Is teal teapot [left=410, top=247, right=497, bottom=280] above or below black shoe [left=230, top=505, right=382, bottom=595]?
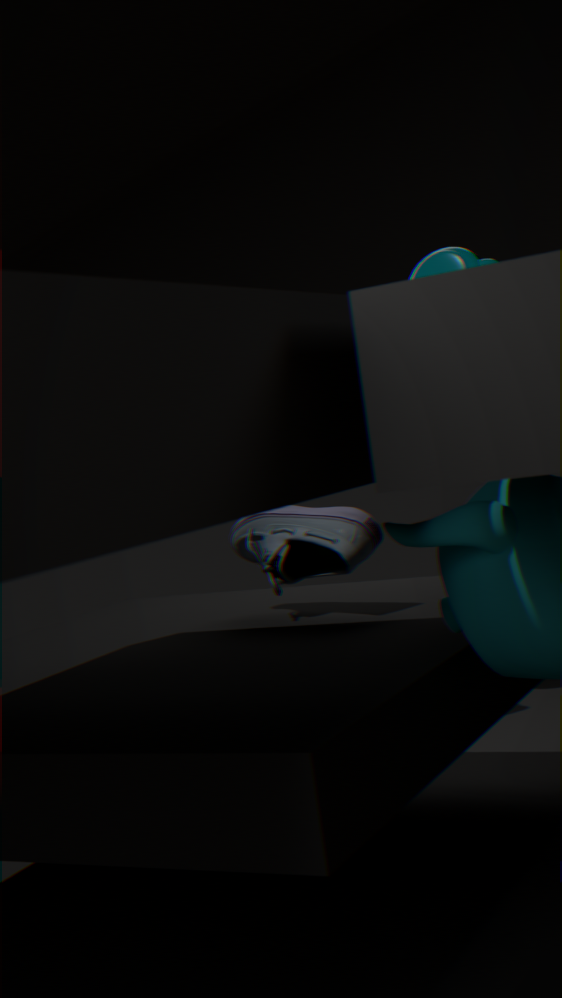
above
